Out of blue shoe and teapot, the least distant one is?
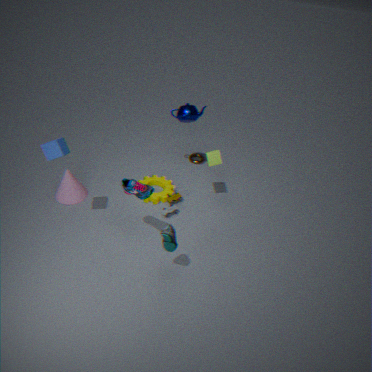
blue shoe
